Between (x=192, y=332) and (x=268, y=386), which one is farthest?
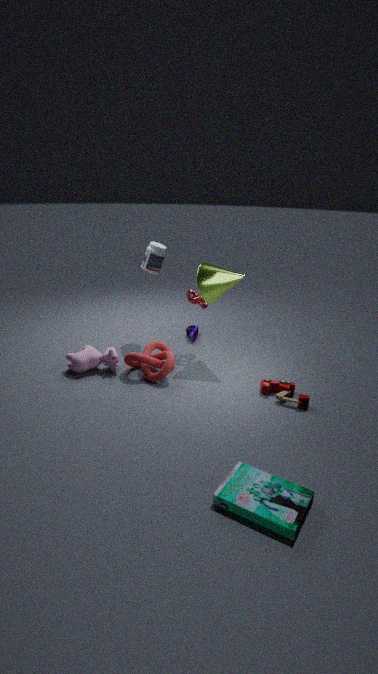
(x=192, y=332)
